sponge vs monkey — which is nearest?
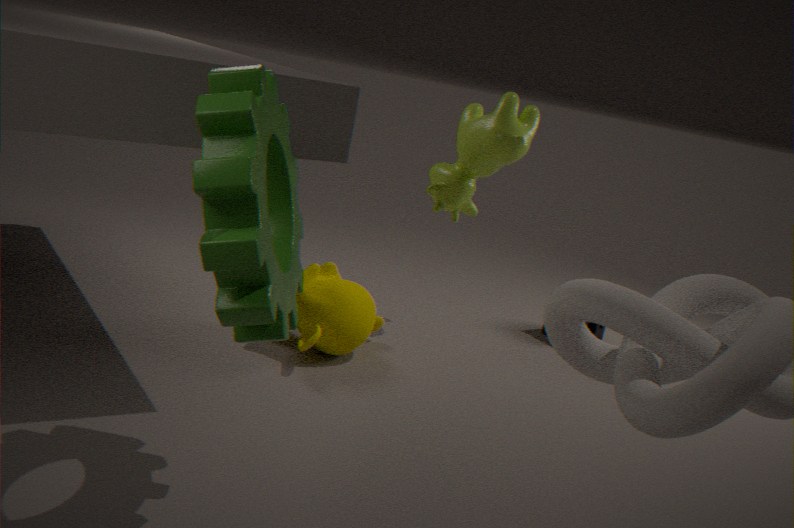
monkey
